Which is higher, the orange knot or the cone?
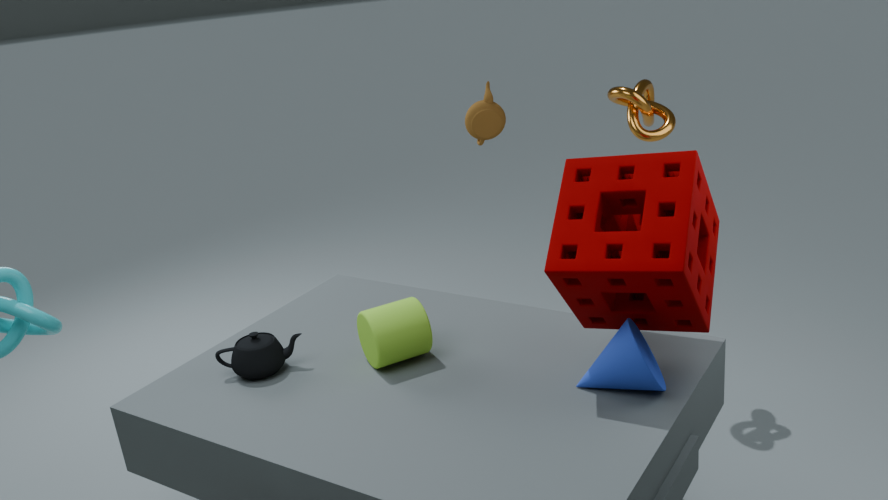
the orange knot
